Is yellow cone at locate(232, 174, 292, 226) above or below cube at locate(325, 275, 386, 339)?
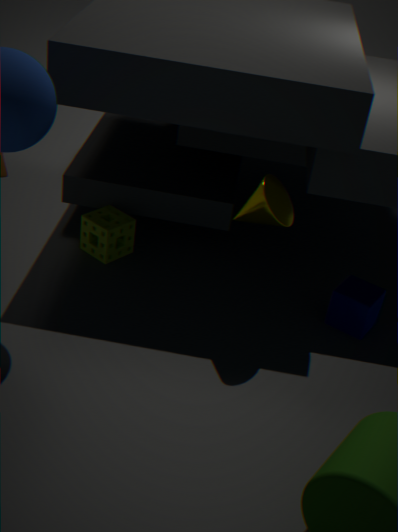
above
